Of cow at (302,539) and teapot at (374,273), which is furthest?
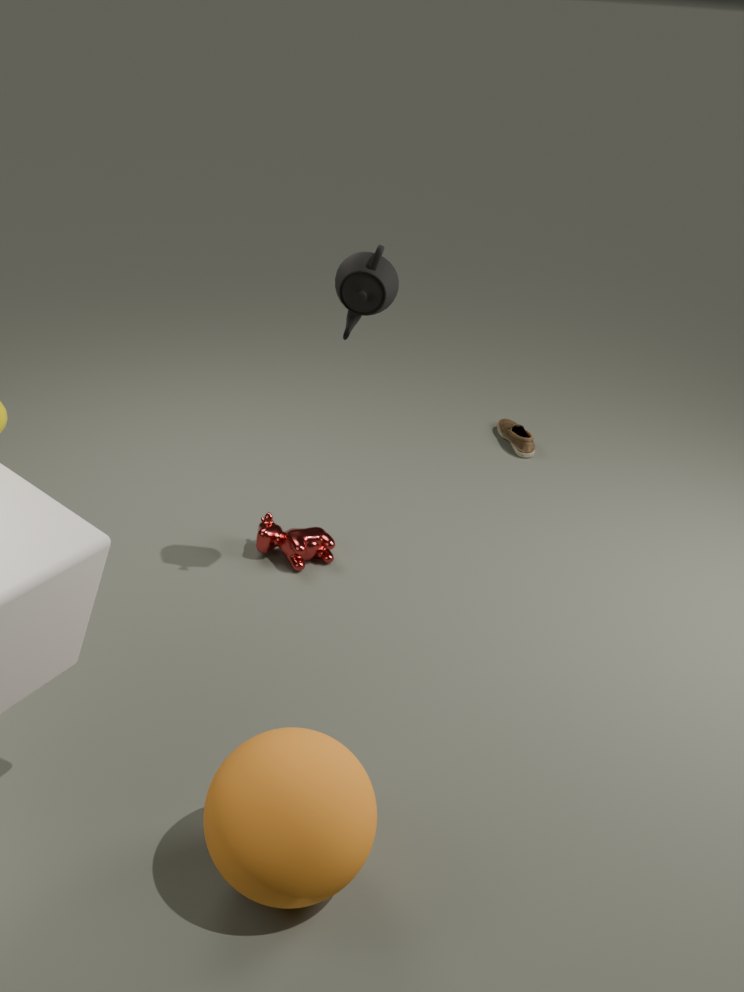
cow at (302,539)
